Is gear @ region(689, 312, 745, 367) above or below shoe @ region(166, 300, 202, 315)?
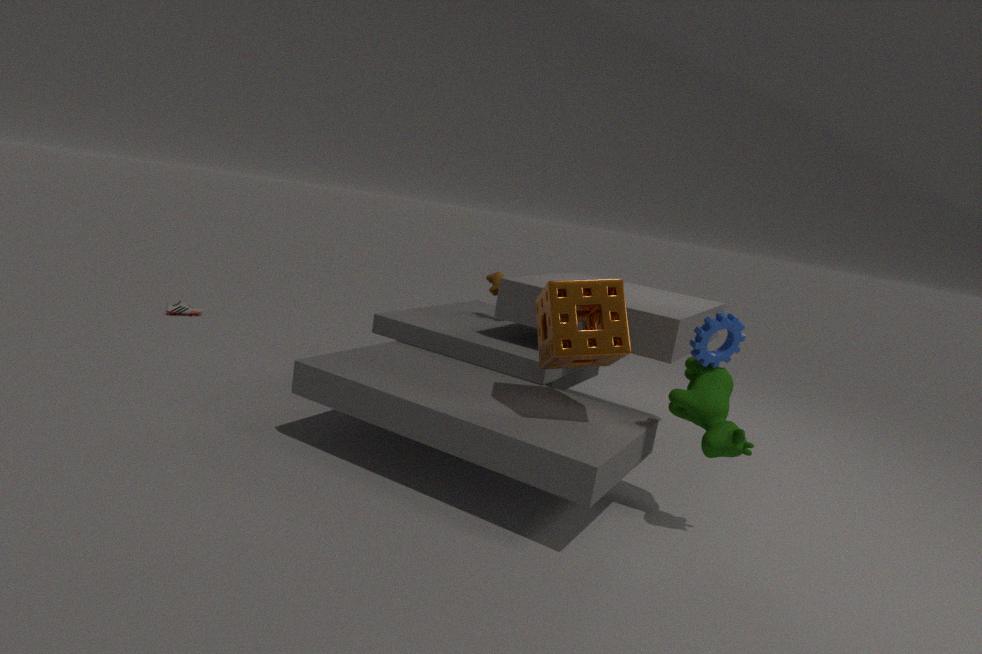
above
